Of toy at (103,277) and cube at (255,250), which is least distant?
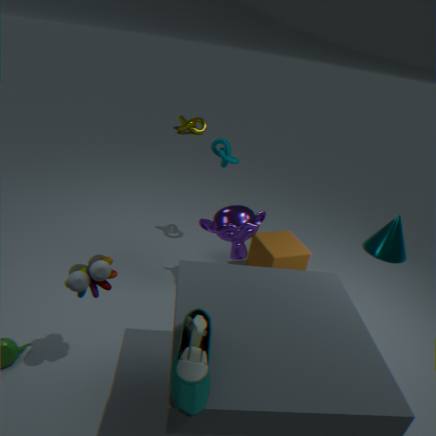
toy at (103,277)
